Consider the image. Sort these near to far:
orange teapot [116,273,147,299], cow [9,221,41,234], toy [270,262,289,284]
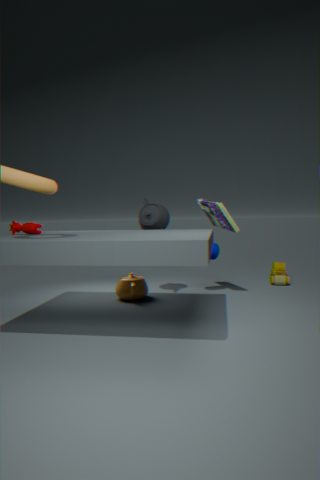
cow [9,221,41,234] → orange teapot [116,273,147,299] → toy [270,262,289,284]
